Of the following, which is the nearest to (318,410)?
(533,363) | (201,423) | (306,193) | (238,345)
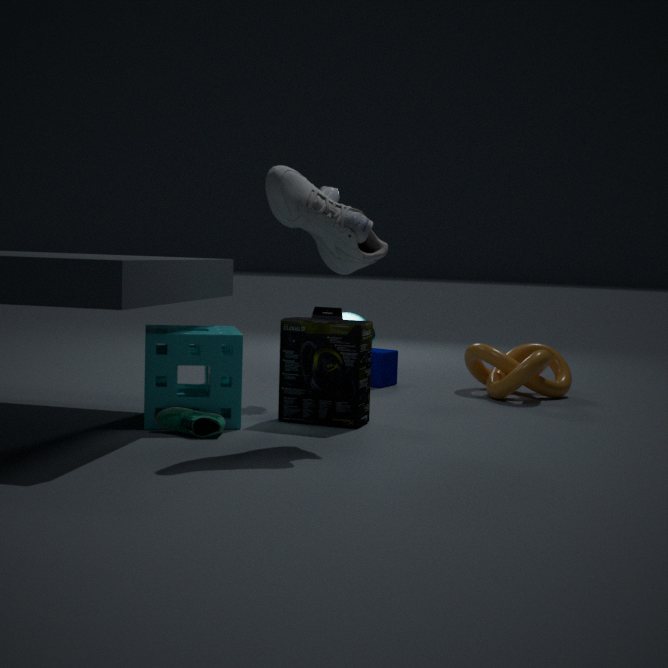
(238,345)
